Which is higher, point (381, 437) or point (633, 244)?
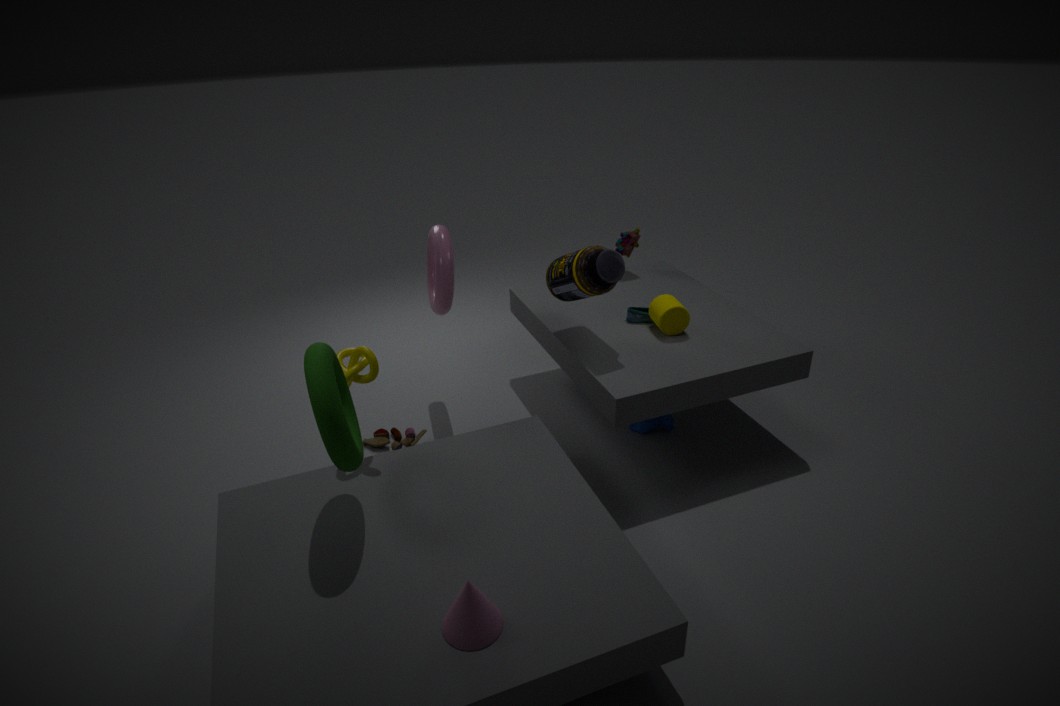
point (633, 244)
